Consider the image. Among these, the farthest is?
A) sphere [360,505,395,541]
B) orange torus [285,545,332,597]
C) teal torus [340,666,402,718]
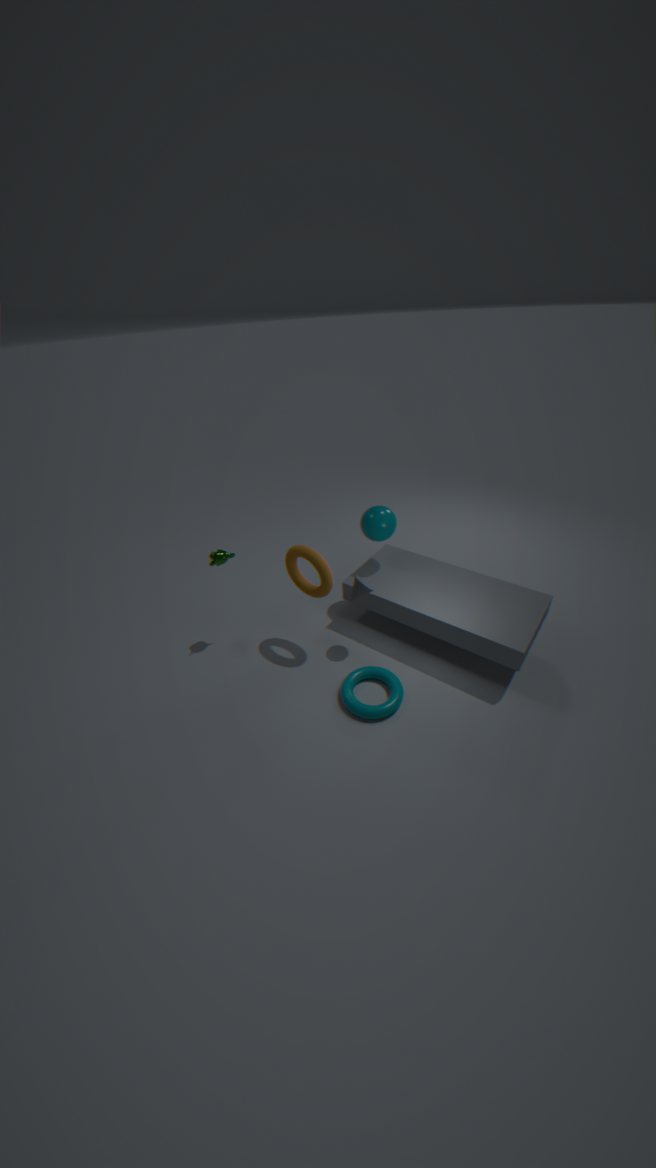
sphere [360,505,395,541]
